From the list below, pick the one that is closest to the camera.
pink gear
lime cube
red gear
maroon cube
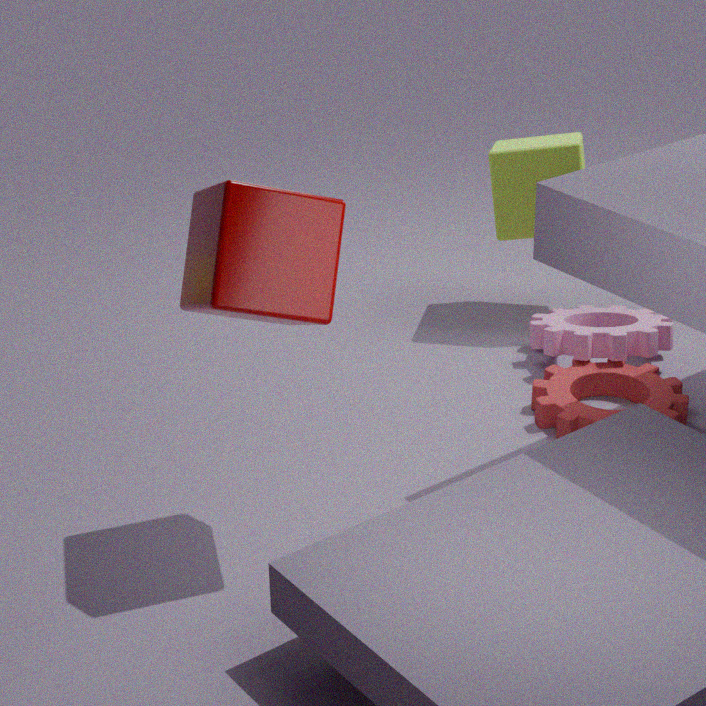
maroon cube
